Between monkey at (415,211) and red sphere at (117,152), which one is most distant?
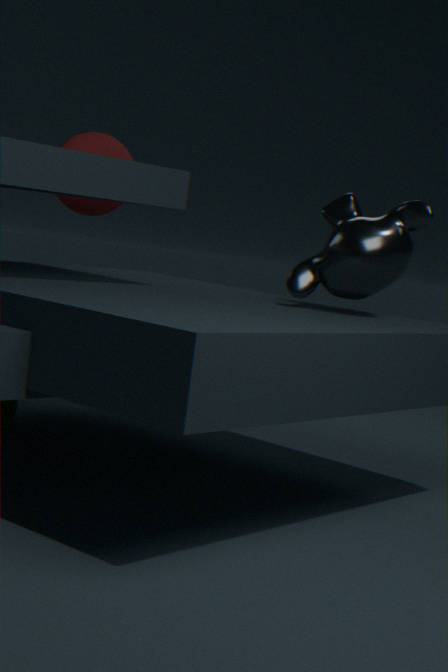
red sphere at (117,152)
